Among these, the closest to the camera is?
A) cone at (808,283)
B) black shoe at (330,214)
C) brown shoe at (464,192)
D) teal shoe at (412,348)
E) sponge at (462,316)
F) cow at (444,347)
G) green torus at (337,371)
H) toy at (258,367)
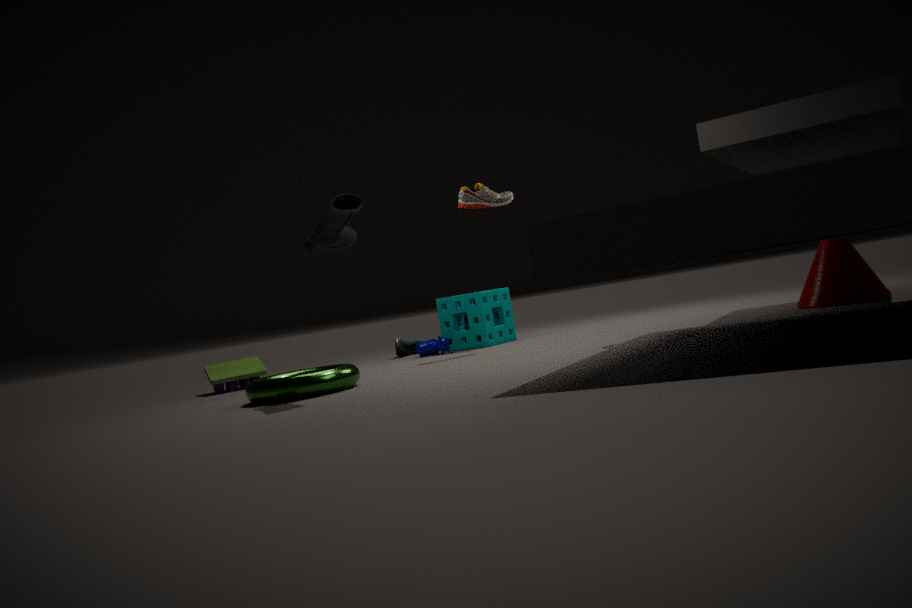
black shoe at (330,214)
